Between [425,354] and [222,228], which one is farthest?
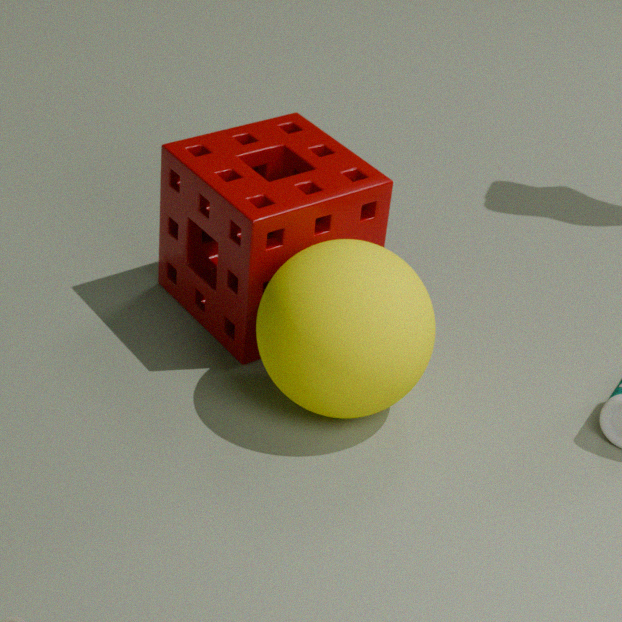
[222,228]
